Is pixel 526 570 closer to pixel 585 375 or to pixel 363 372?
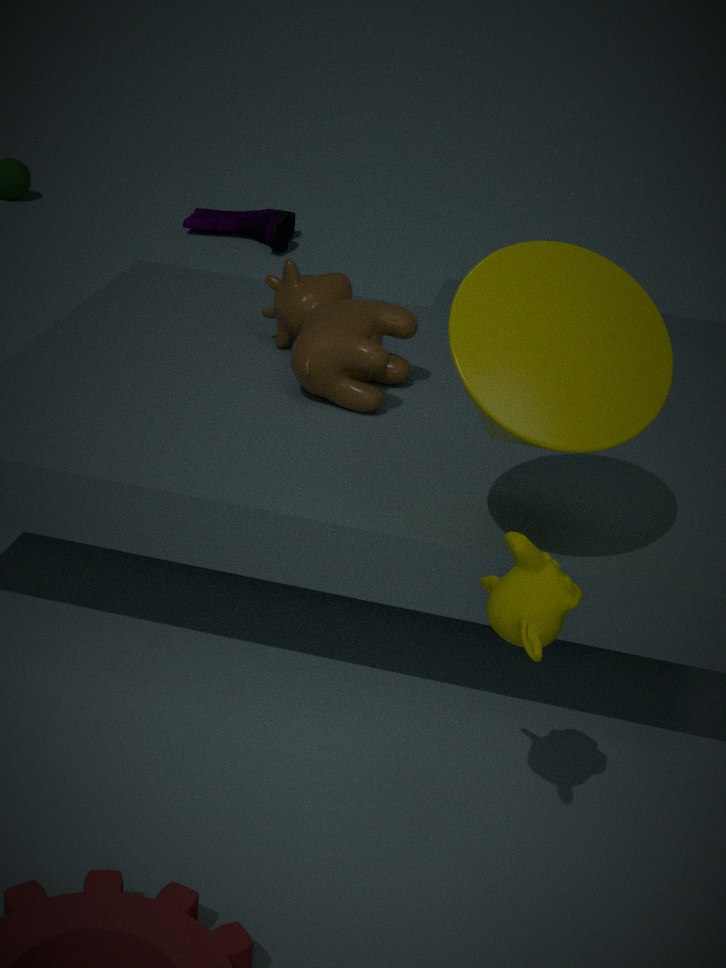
pixel 585 375
